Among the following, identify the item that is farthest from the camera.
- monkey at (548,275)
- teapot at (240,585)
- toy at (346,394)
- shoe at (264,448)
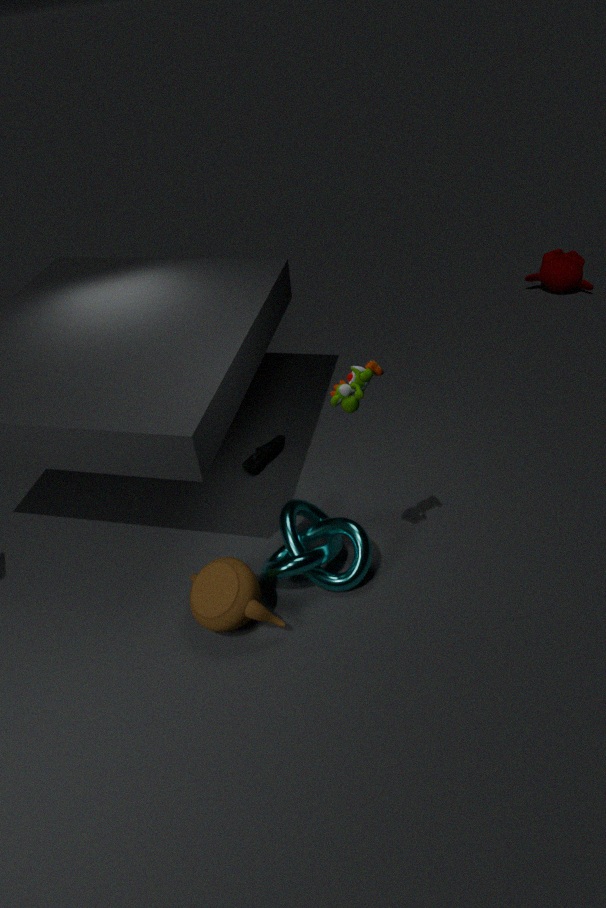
monkey at (548,275)
